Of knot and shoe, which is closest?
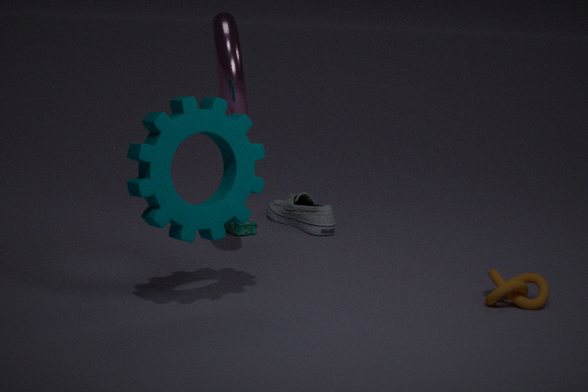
knot
